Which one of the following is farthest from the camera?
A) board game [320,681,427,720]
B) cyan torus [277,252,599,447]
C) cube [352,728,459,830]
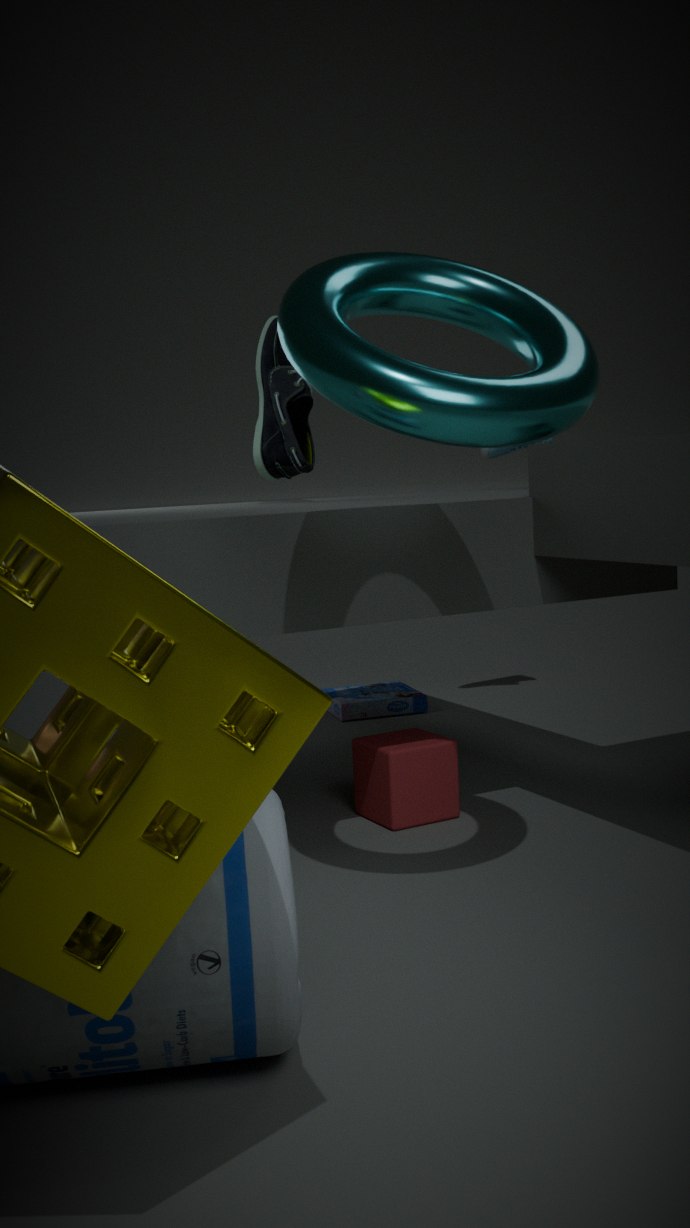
board game [320,681,427,720]
